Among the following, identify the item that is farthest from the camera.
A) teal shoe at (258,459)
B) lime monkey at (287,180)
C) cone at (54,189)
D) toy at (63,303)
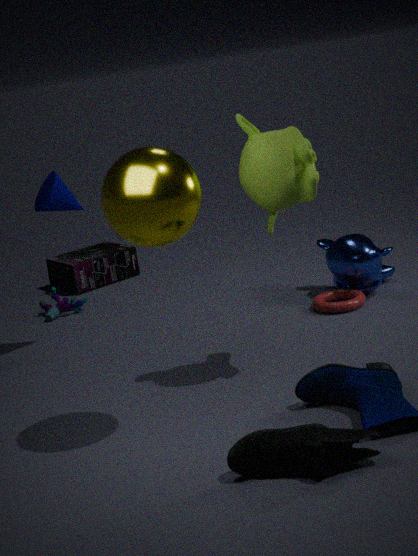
toy at (63,303)
